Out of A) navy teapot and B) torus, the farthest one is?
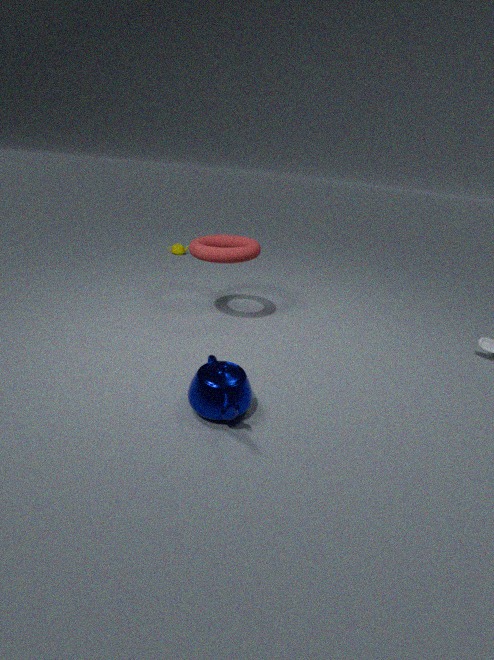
B. torus
